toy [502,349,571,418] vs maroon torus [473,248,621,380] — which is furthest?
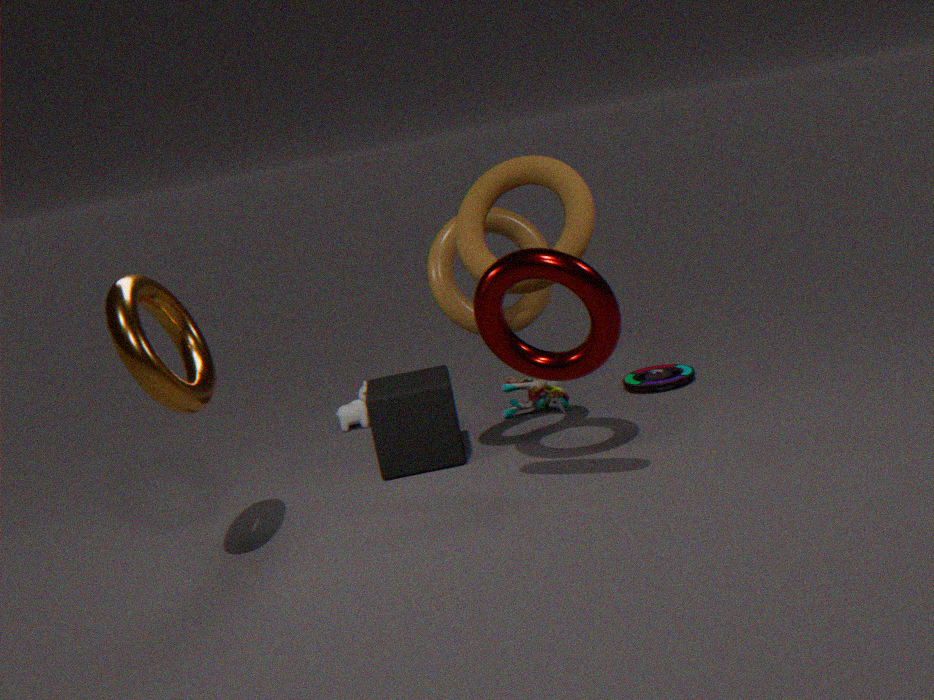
toy [502,349,571,418]
